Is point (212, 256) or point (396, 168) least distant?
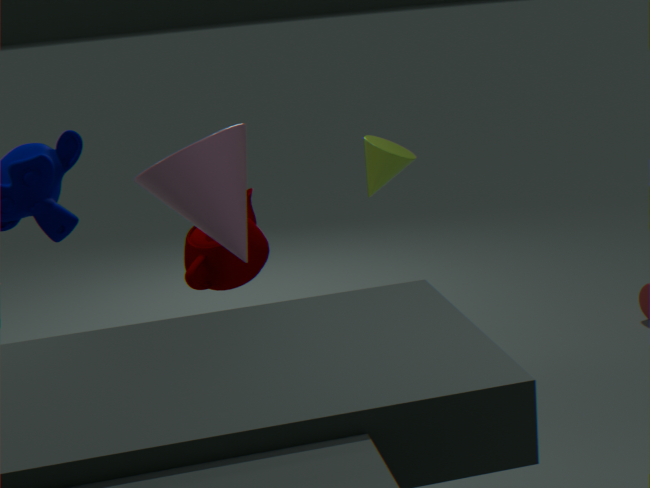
point (212, 256)
